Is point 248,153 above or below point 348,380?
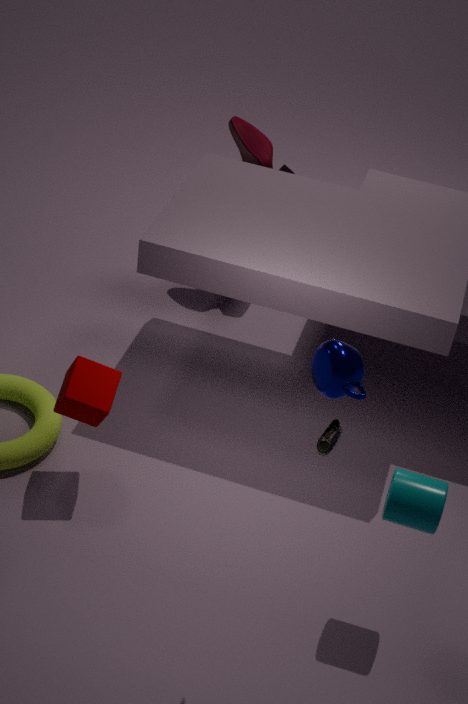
below
